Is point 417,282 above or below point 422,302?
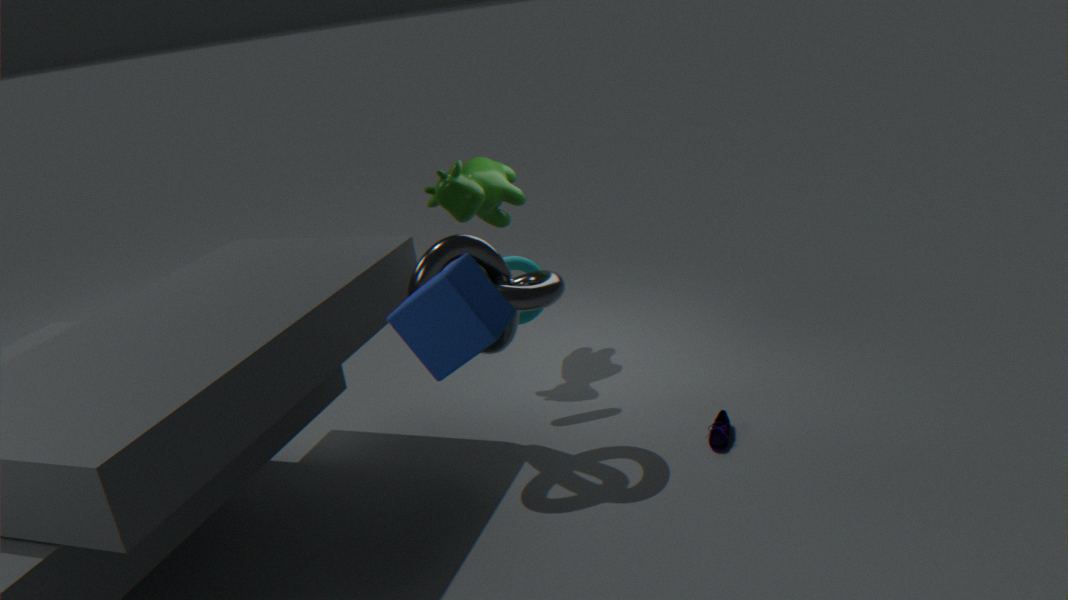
below
